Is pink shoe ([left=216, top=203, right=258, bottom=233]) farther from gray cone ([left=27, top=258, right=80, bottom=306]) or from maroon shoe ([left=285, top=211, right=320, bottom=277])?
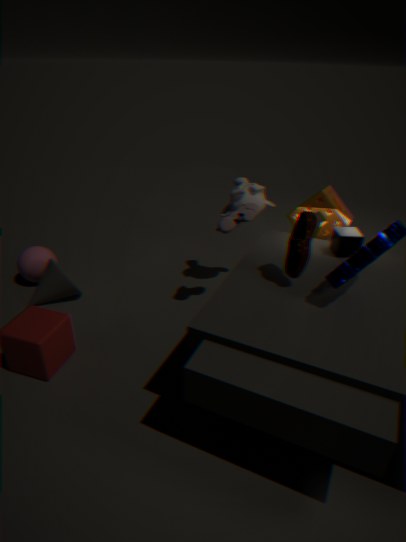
gray cone ([left=27, top=258, right=80, bottom=306])
